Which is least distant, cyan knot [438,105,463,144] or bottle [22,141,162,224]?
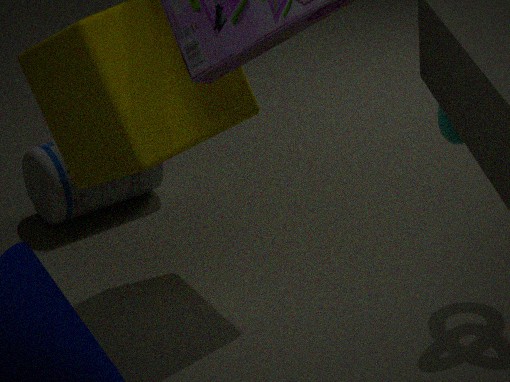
cyan knot [438,105,463,144]
